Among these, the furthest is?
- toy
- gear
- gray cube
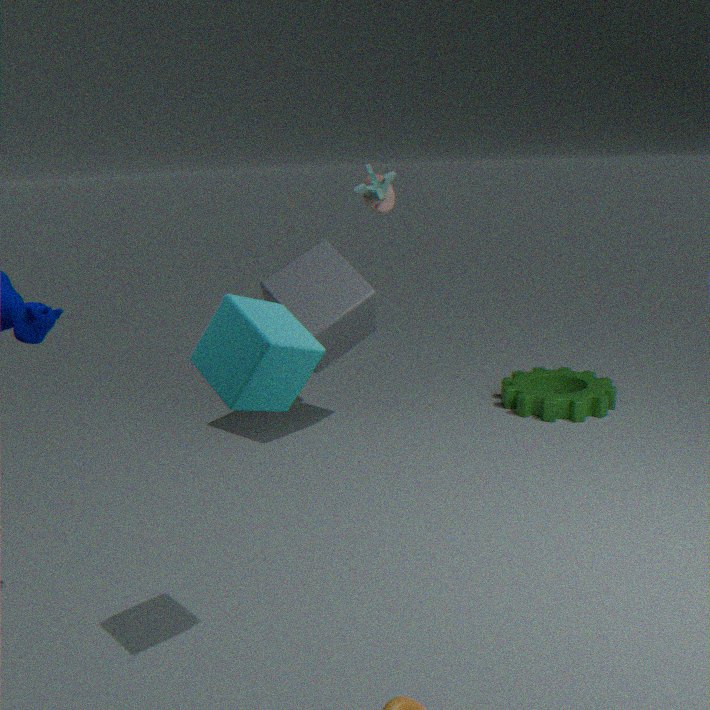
gear
